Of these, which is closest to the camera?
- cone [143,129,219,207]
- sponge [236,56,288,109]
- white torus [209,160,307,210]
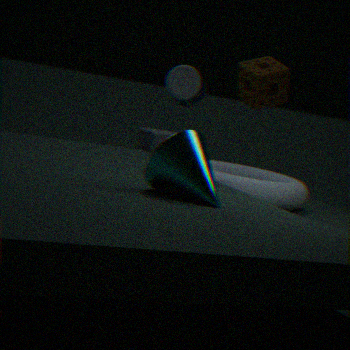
cone [143,129,219,207]
